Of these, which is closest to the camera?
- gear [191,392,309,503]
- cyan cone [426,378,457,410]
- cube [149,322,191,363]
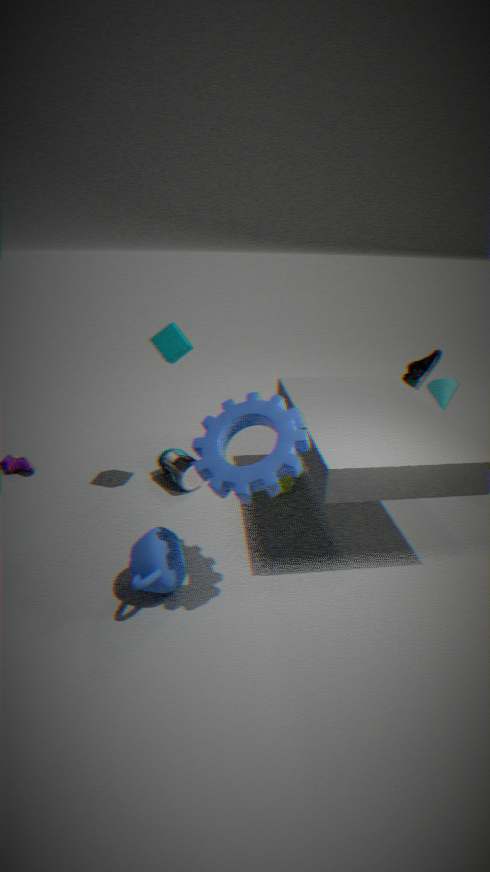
gear [191,392,309,503]
